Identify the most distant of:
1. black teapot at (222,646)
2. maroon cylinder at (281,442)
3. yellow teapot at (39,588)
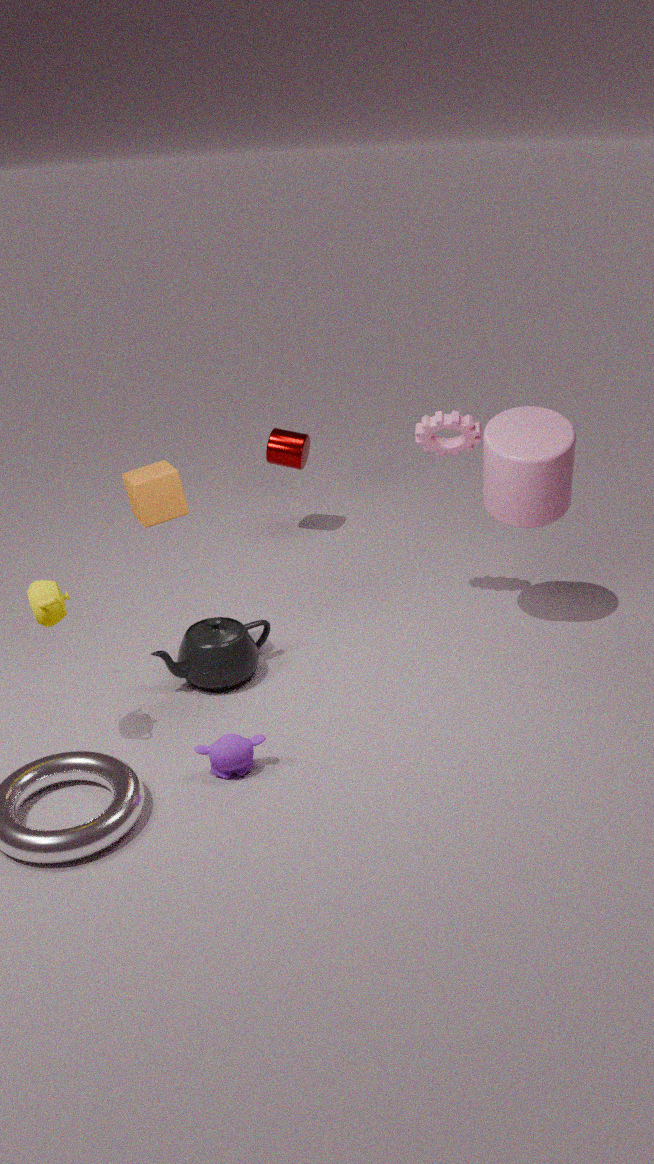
maroon cylinder at (281,442)
